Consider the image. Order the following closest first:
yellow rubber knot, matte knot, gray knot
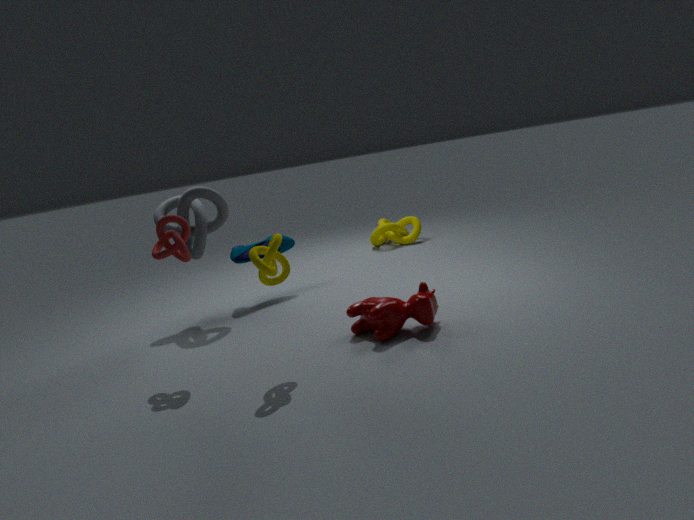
matte knot → gray knot → yellow rubber knot
